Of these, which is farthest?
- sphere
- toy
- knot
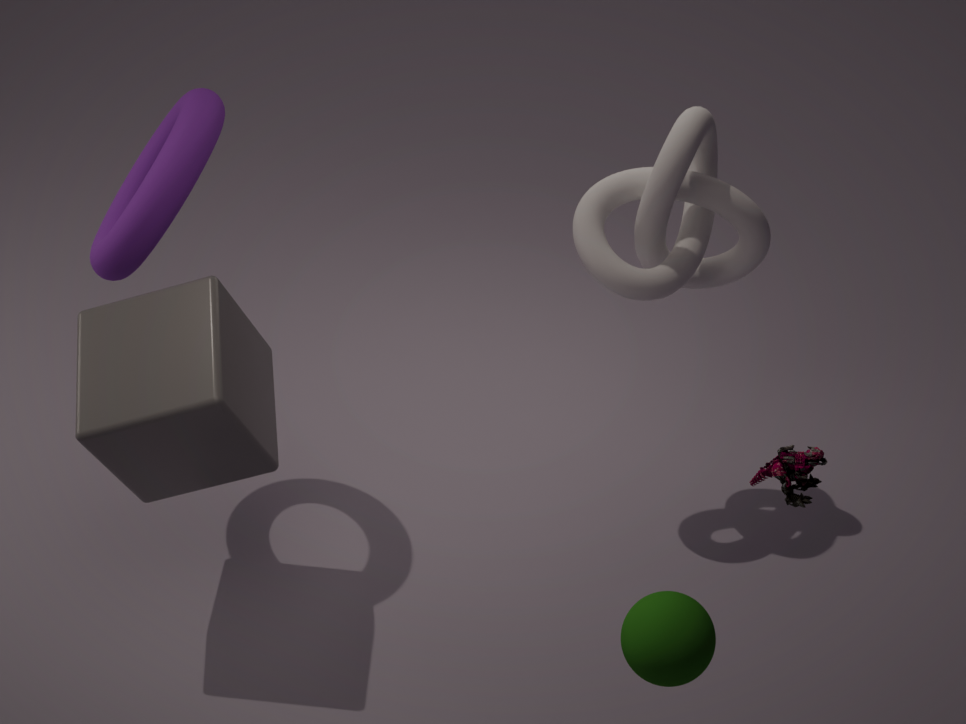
knot
